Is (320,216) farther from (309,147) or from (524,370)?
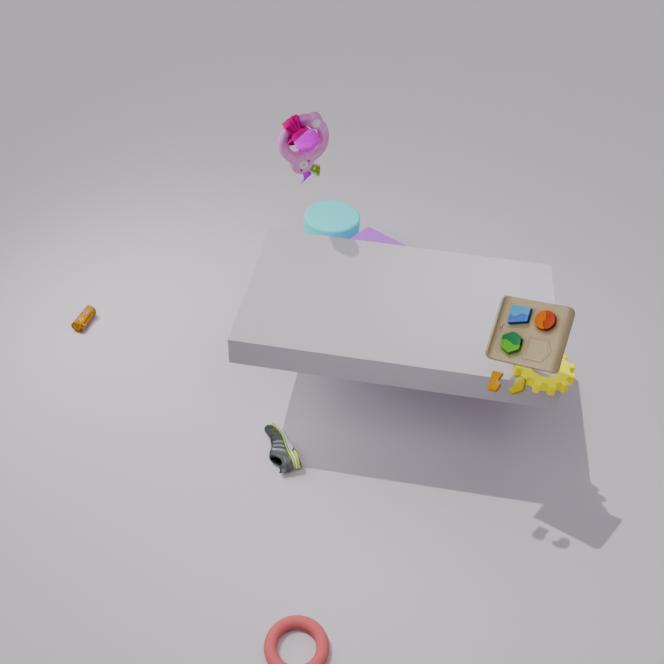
(524,370)
